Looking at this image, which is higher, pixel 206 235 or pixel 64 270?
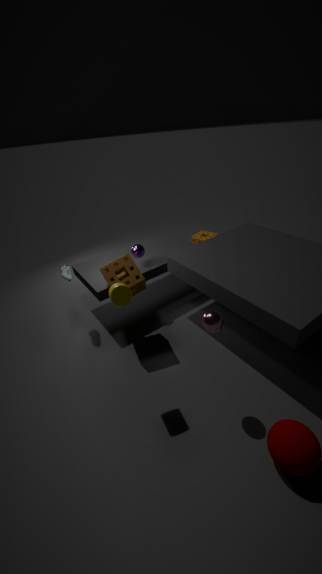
pixel 64 270
